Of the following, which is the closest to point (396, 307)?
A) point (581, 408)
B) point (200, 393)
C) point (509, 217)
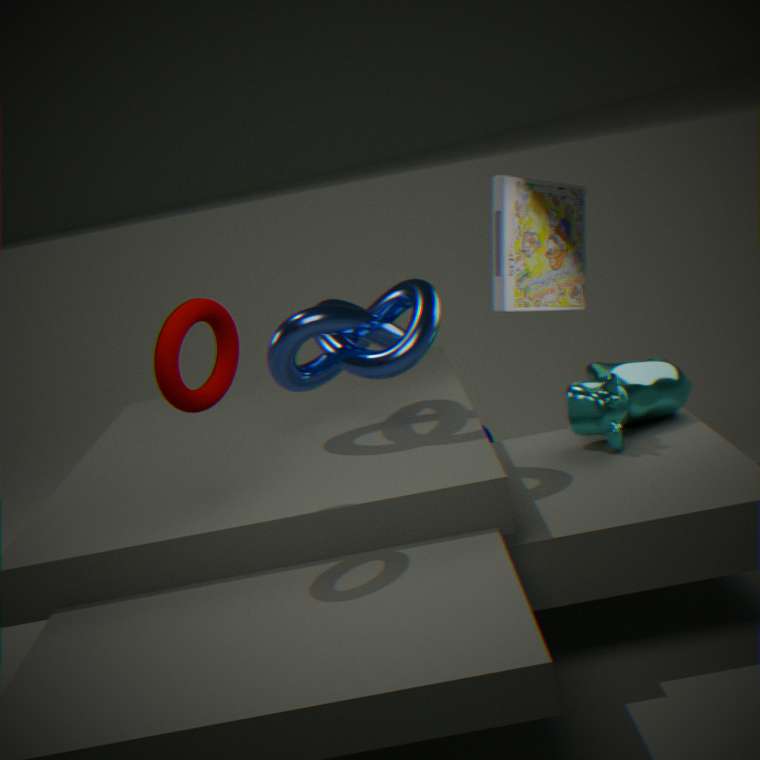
point (200, 393)
